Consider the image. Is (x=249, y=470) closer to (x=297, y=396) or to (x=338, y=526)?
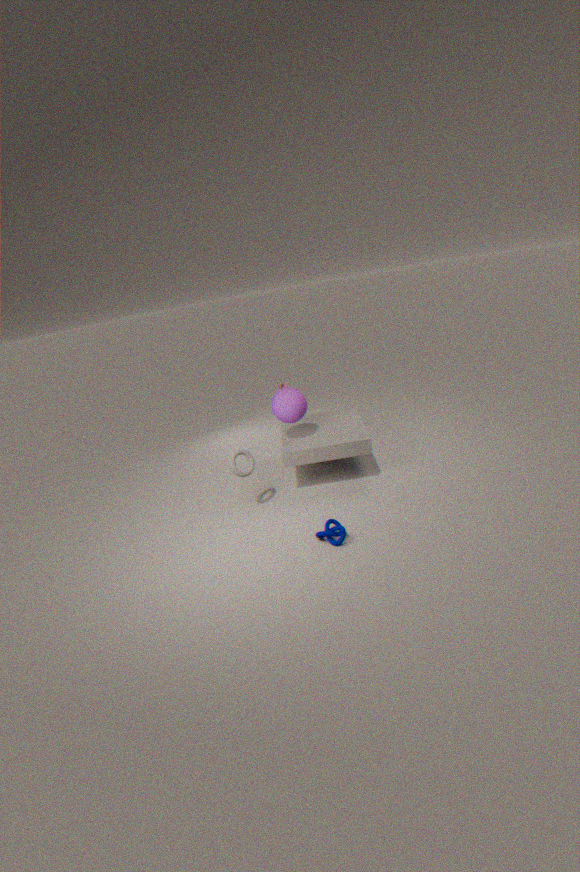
(x=297, y=396)
